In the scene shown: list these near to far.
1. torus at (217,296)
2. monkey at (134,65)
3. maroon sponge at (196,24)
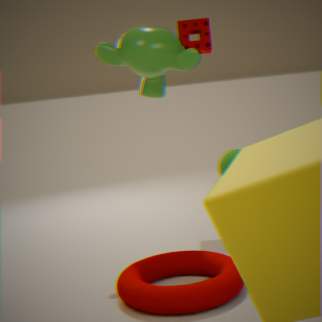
torus at (217,296) < monkey at (134,65) < maroon sponge at (196,24)
